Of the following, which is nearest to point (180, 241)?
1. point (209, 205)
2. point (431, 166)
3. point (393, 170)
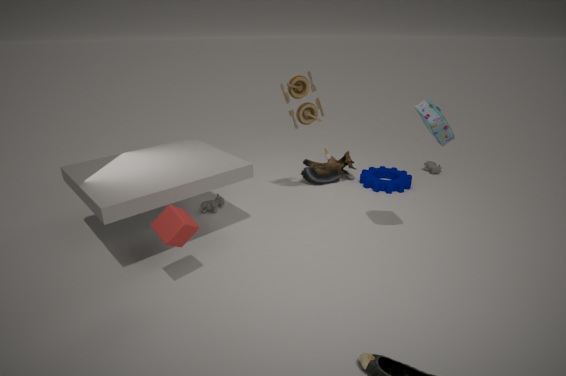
point (209, 205)
